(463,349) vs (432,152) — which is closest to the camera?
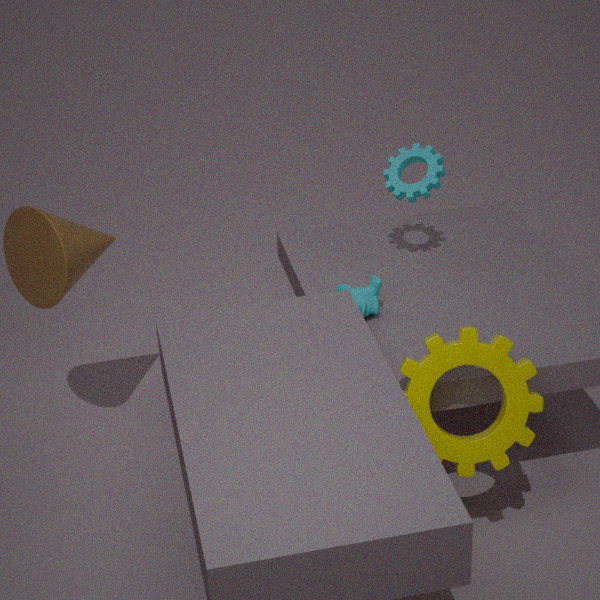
(463,349)
